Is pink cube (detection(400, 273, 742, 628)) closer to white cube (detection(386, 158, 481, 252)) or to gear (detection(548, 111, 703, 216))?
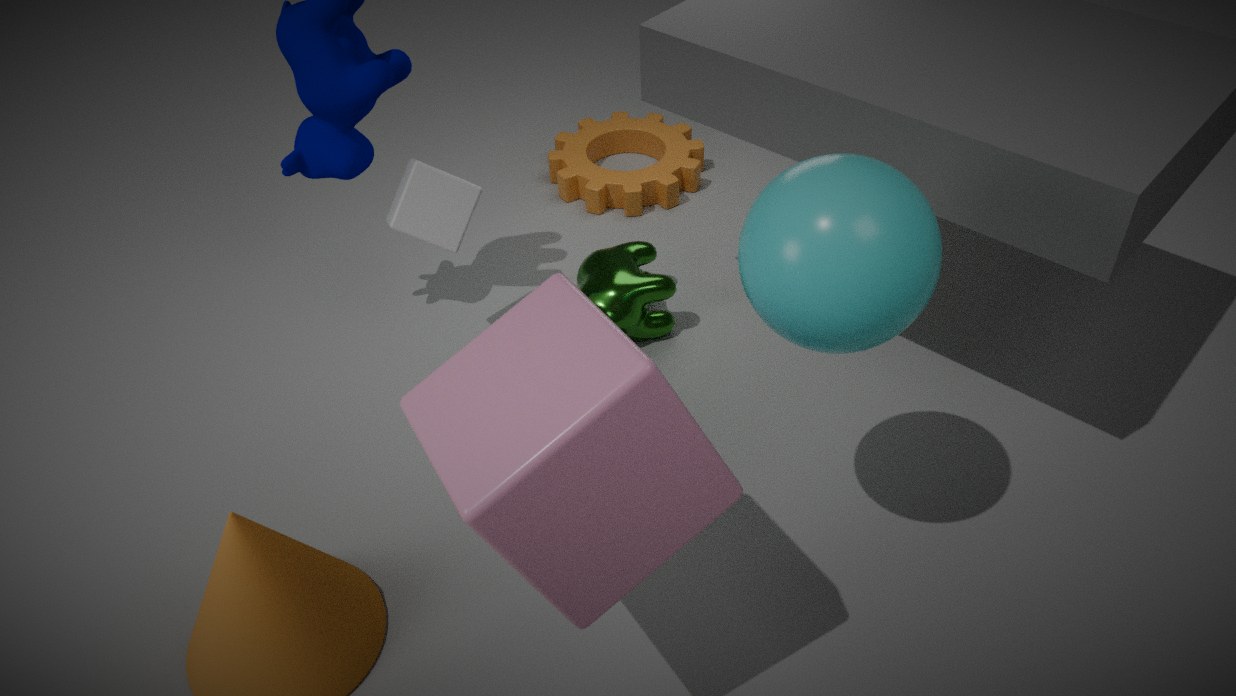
white cube (detection(386, 158, 481, 252))
